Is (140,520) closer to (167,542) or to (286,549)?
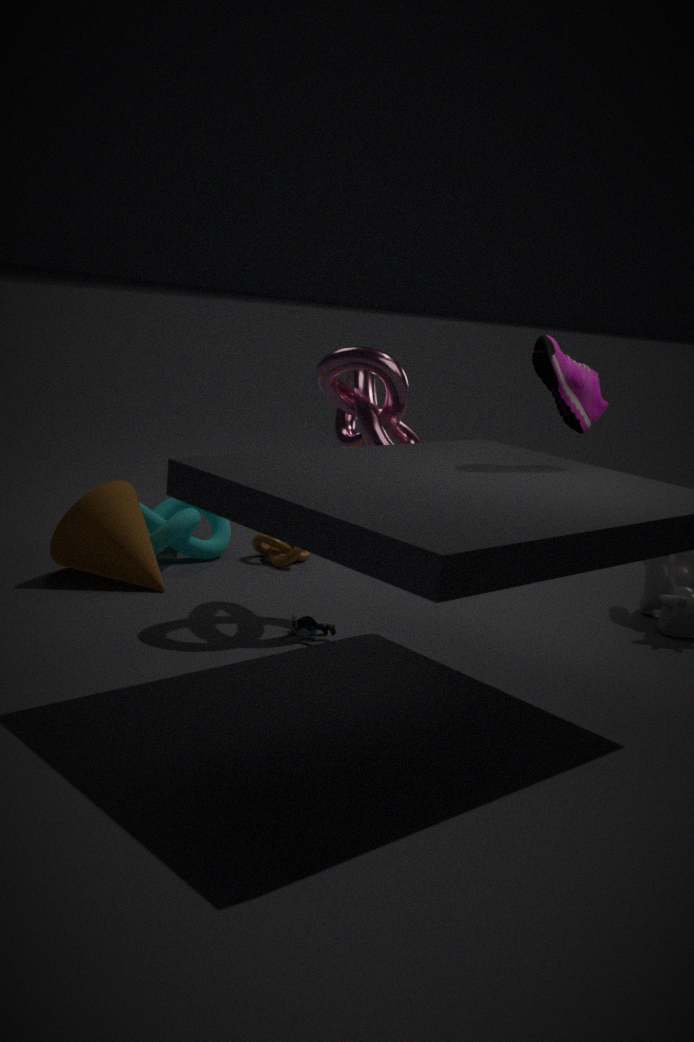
(167,542)
